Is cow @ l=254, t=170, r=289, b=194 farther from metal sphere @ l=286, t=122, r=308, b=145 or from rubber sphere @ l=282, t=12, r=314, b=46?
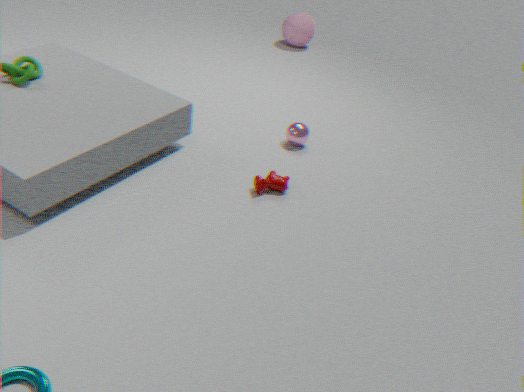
rubber sphere @ l=282, t=12, r=314, b=46
